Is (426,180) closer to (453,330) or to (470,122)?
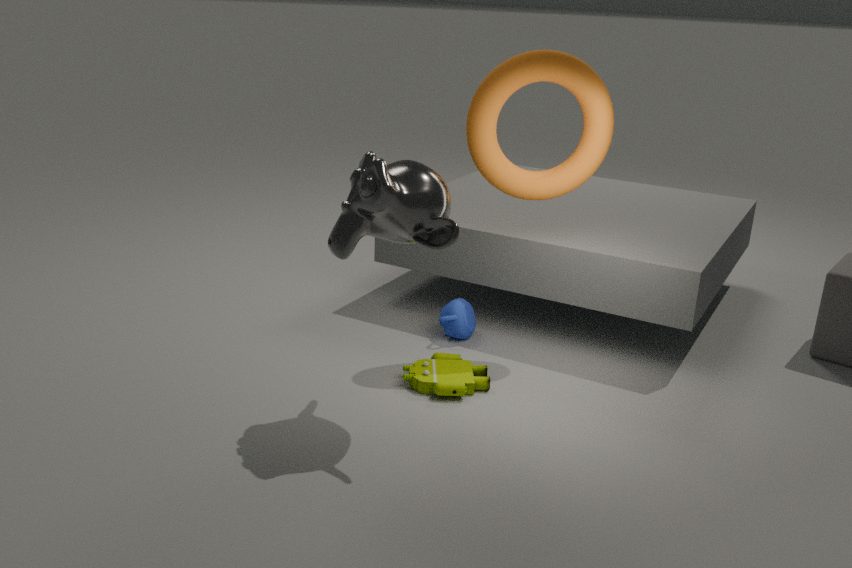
(470,122)
